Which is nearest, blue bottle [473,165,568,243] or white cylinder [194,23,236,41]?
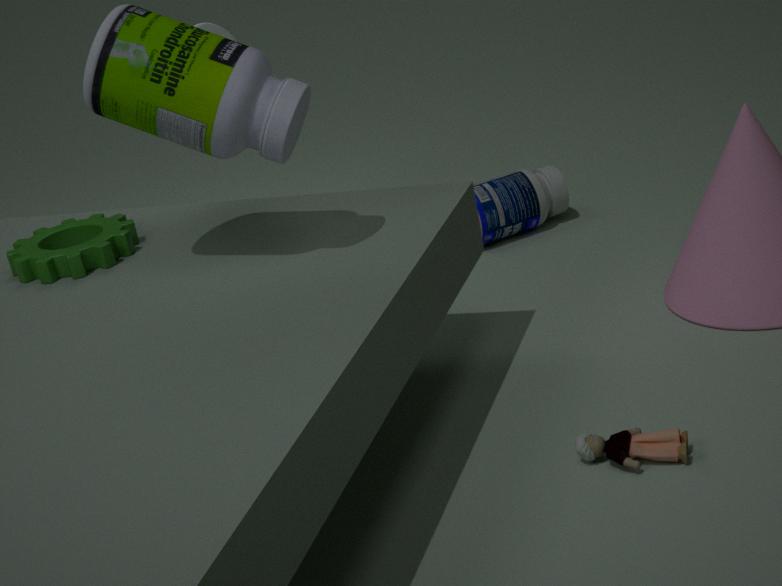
white cylinder [194,23,236,41]
